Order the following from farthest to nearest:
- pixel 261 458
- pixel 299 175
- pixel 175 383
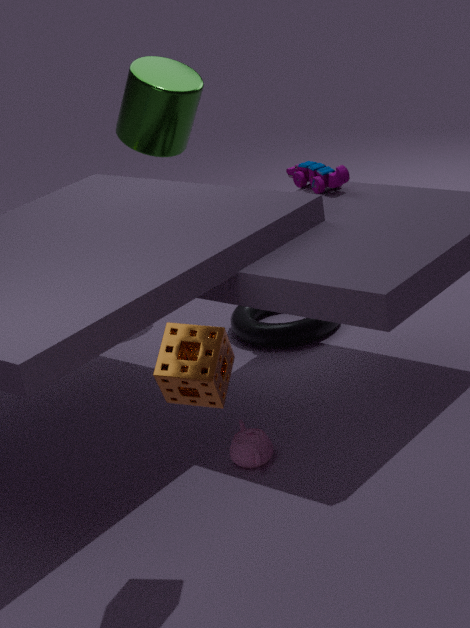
pixel 299 175 → pixel 261 458 → pixel 175 383
